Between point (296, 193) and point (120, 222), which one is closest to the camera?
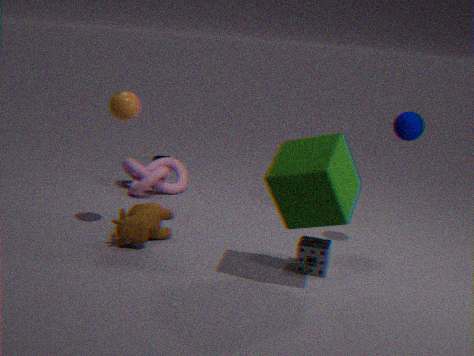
point (296, 193)
